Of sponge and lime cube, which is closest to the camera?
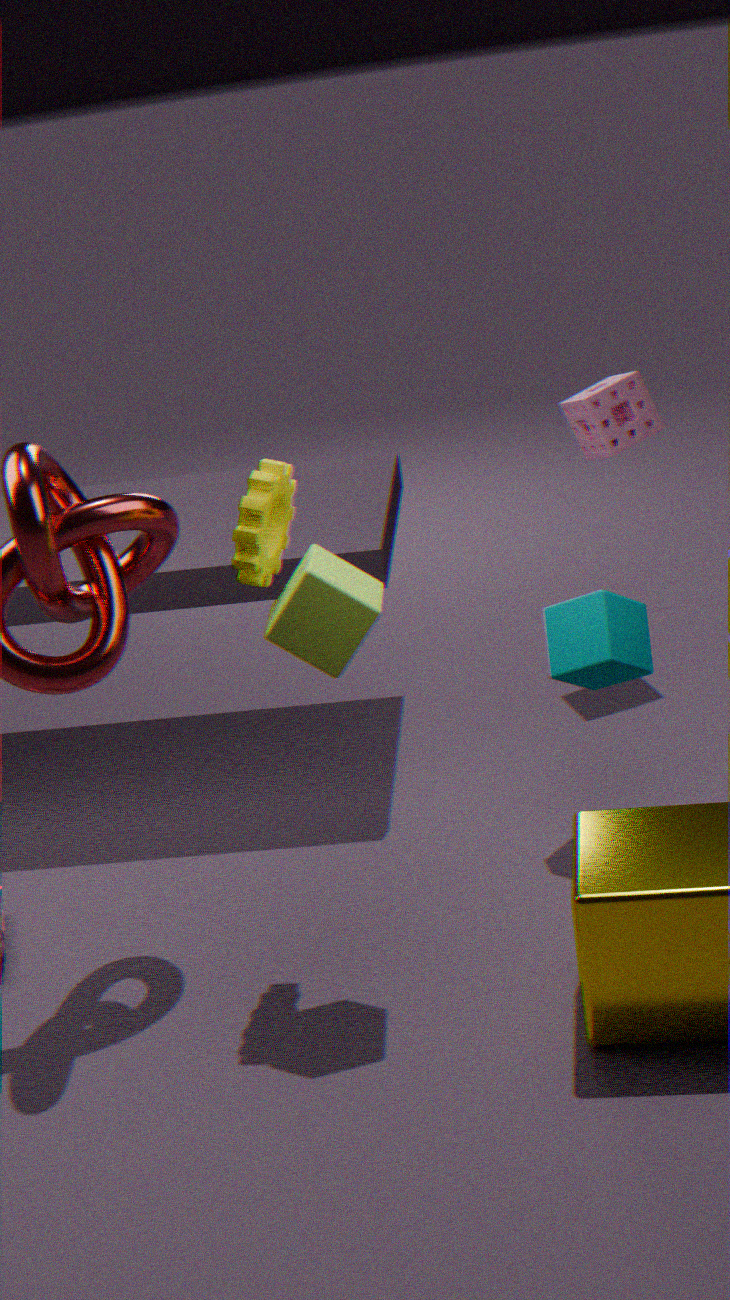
lime cube
